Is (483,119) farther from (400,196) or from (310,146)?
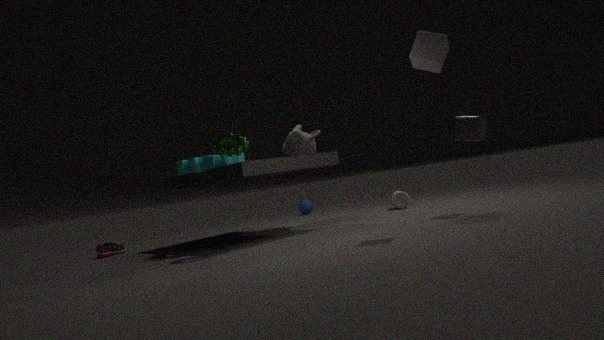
(310,146)
